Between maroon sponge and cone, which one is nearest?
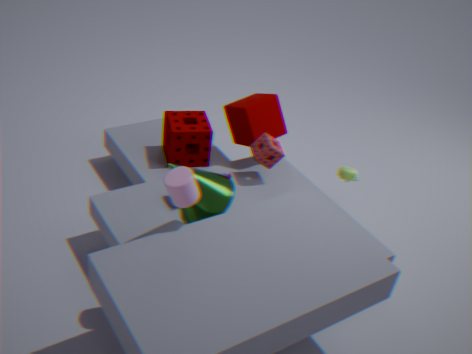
cone
